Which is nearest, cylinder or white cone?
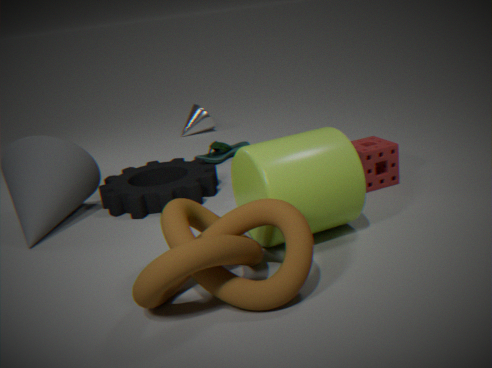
cylinder
